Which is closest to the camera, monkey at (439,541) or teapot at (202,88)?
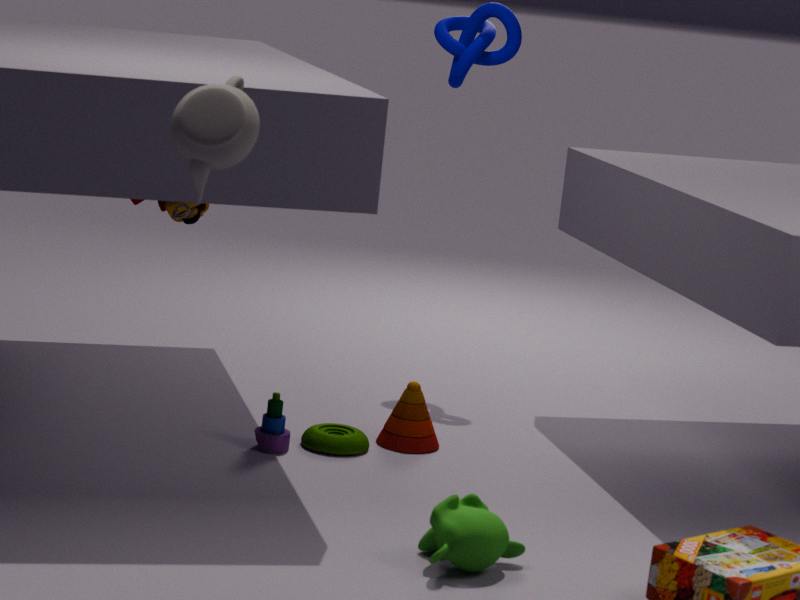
teapot at (202,88)
